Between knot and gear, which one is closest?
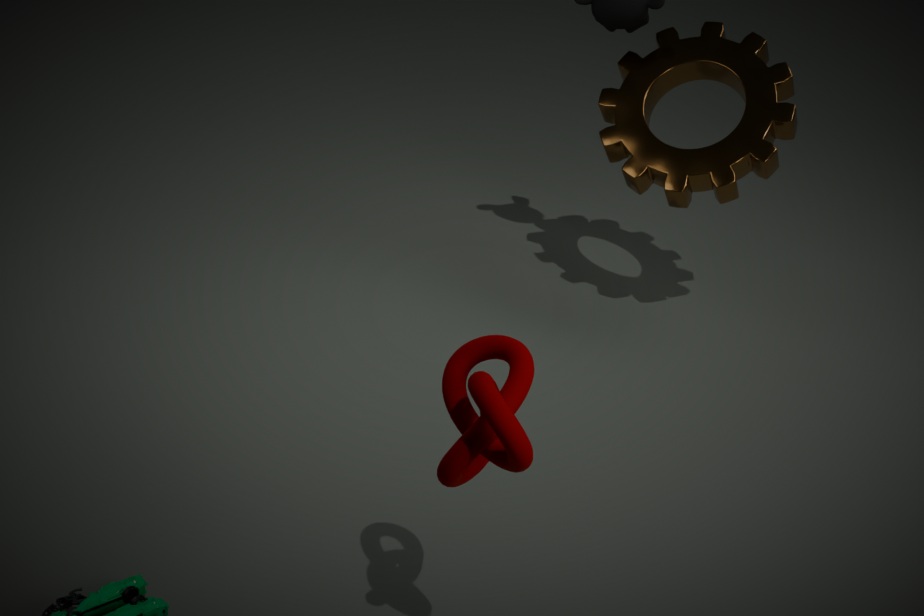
knot
